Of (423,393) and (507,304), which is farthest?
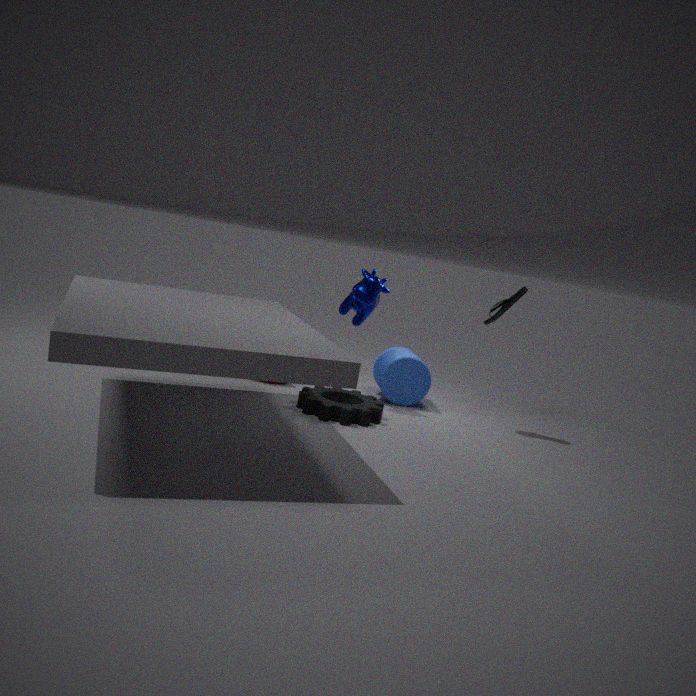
(423,393)
